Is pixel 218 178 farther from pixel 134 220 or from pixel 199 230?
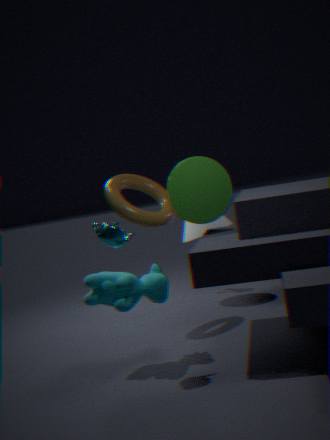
pixel 199 230
